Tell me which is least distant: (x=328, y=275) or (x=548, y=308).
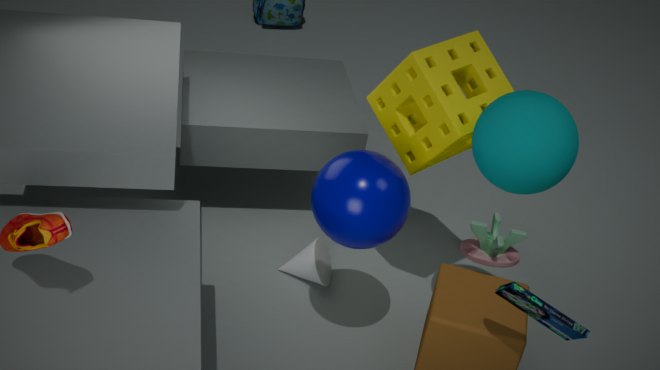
(x=548, y=308)
